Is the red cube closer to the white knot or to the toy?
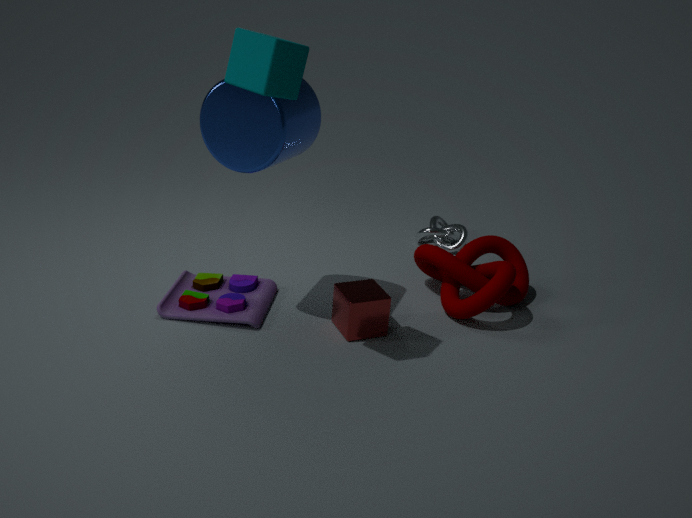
the toy
